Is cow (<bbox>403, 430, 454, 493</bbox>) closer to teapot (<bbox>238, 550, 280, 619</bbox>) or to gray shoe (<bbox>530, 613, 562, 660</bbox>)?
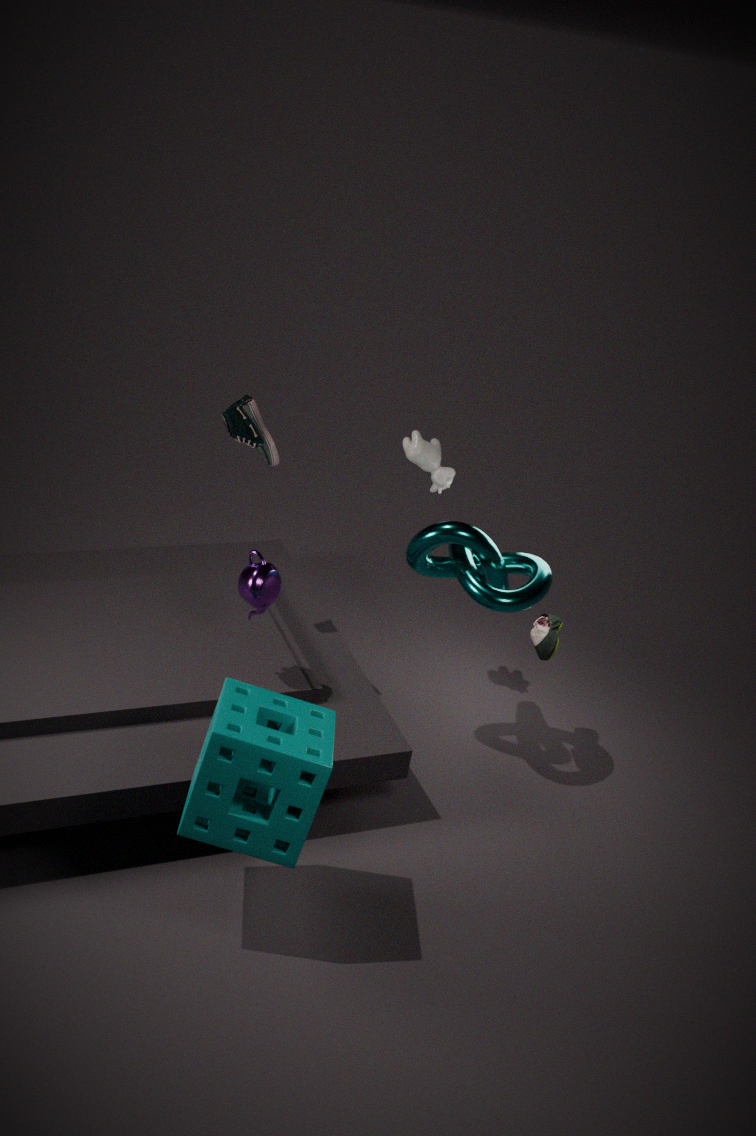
gray shoe (<bbox>530, 613, 562, 660</bbox>)
